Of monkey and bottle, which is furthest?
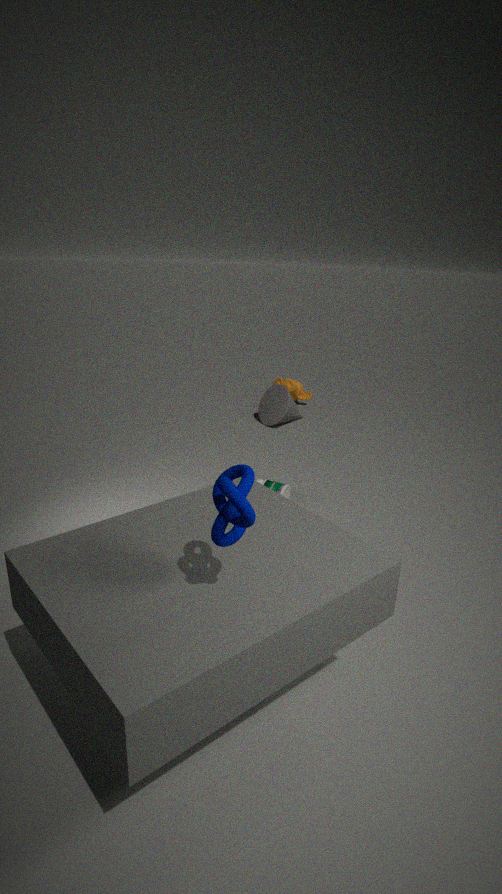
monkey
